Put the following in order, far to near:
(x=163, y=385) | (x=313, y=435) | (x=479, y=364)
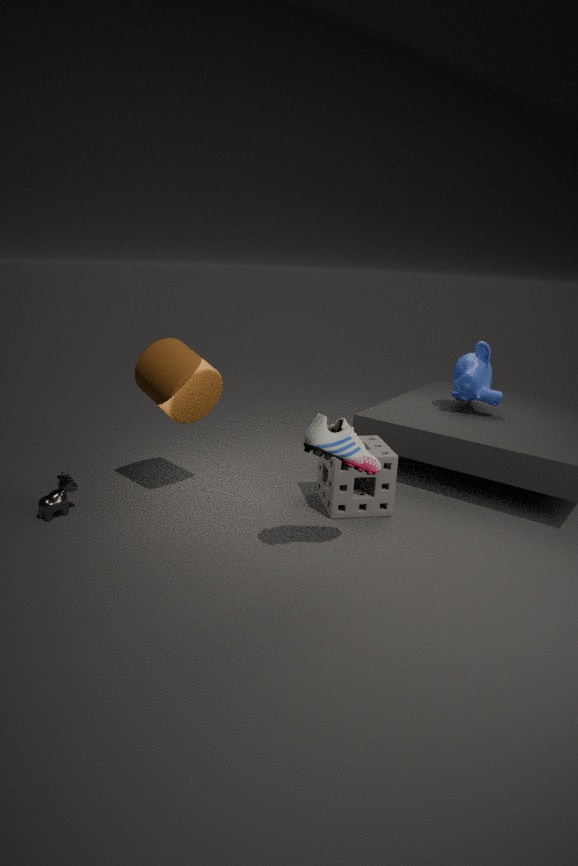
(x=479, y=364)
(x=163, y=385)
(x=313, y=435)
